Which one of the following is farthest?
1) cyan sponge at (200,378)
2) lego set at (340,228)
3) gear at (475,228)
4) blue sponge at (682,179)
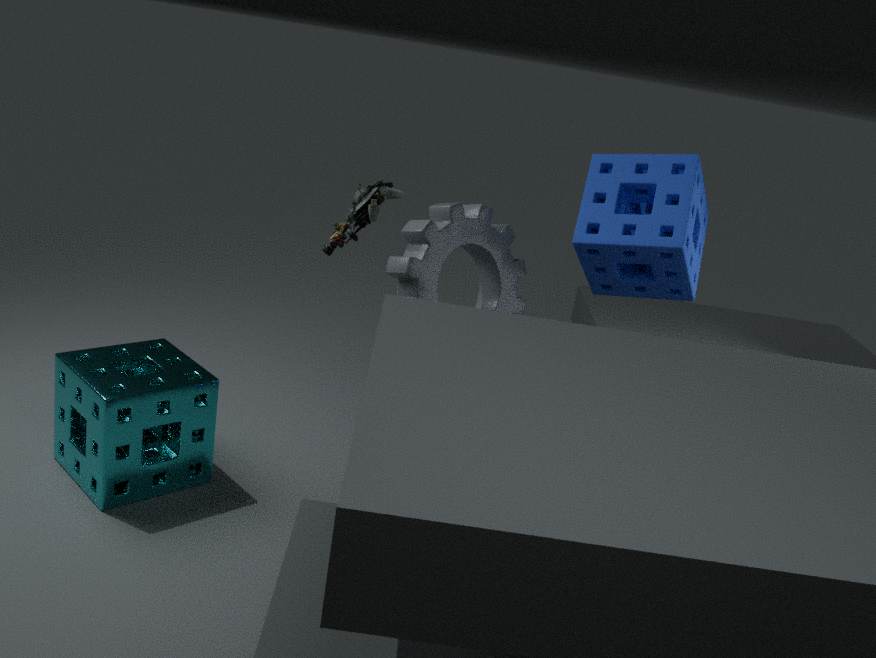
4. blue sponge at (682,179)
